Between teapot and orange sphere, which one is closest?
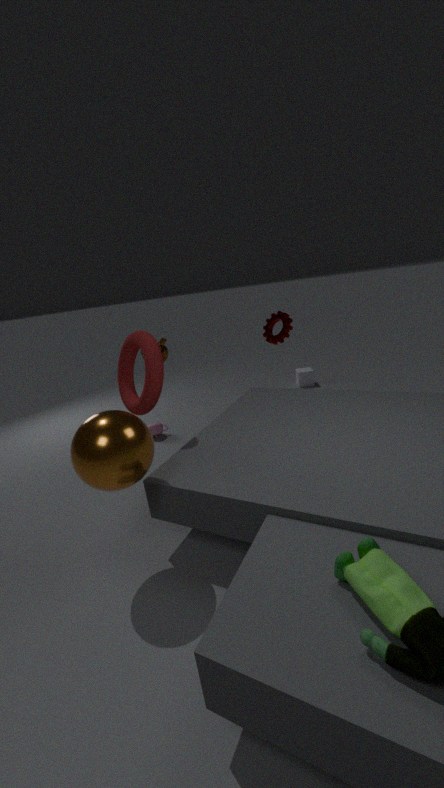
orange sphere
